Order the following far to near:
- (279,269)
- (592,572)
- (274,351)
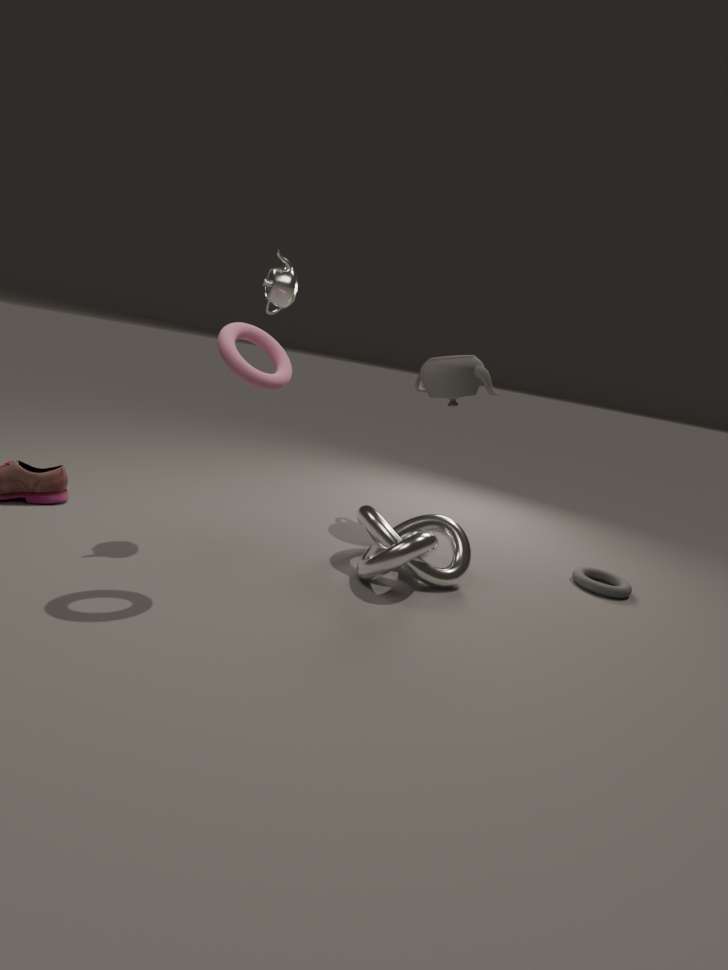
1. (592,572)
2. (279,269)
3. (274,351)
